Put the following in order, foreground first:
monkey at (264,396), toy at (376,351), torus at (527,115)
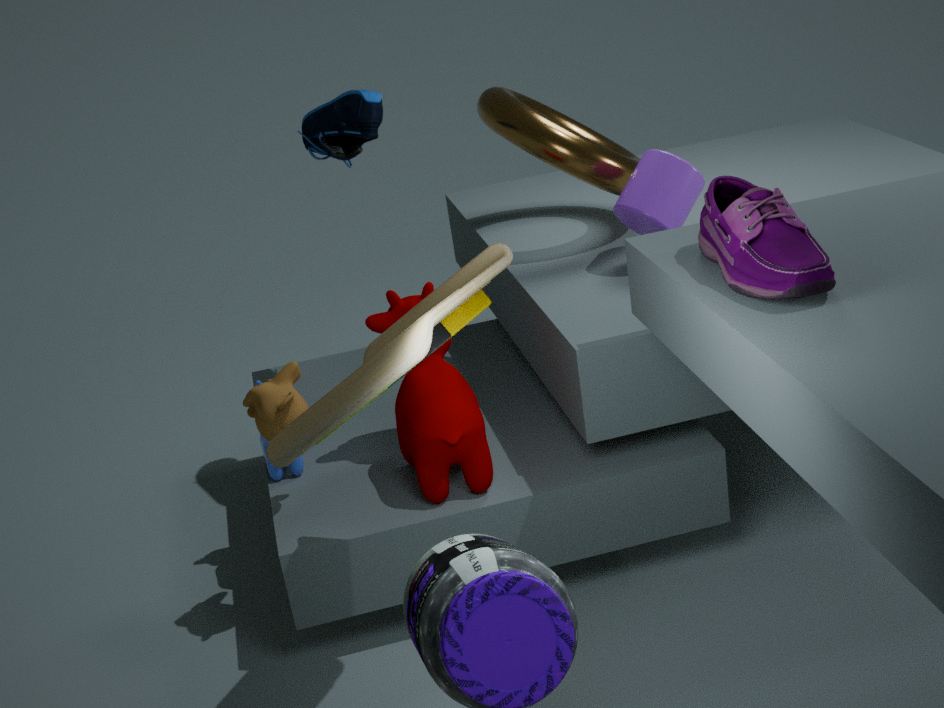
toy at (376,351) → monkey at (264,396) → torus at (527,115)
